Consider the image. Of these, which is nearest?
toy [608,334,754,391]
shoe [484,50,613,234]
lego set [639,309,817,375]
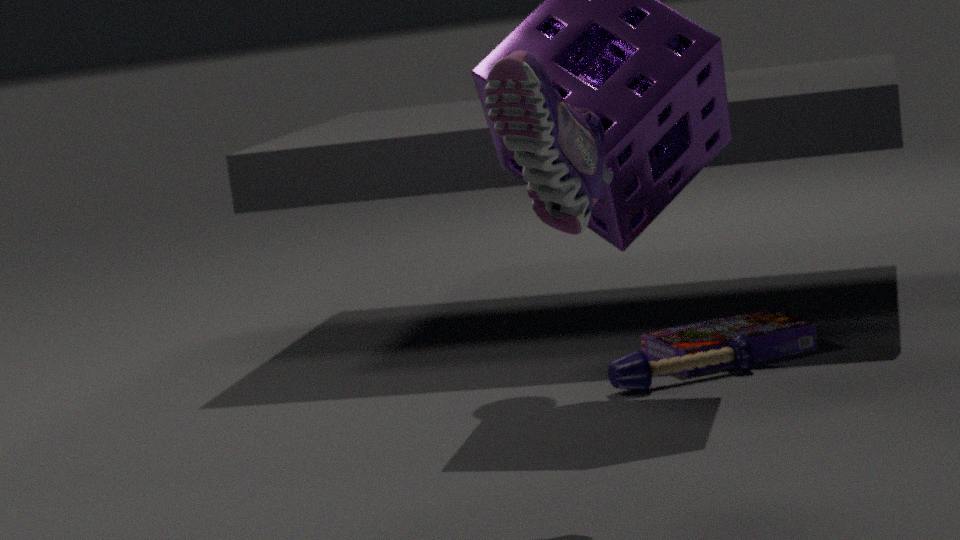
shoe [484,50,613,234]
